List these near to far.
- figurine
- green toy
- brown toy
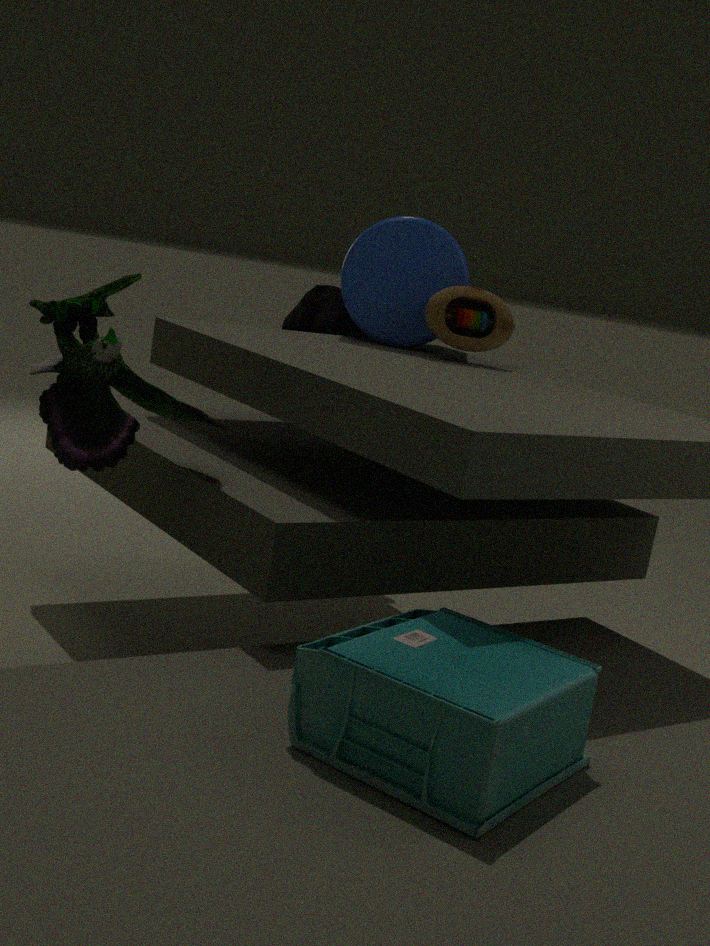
figurine → green toy → brown toy
